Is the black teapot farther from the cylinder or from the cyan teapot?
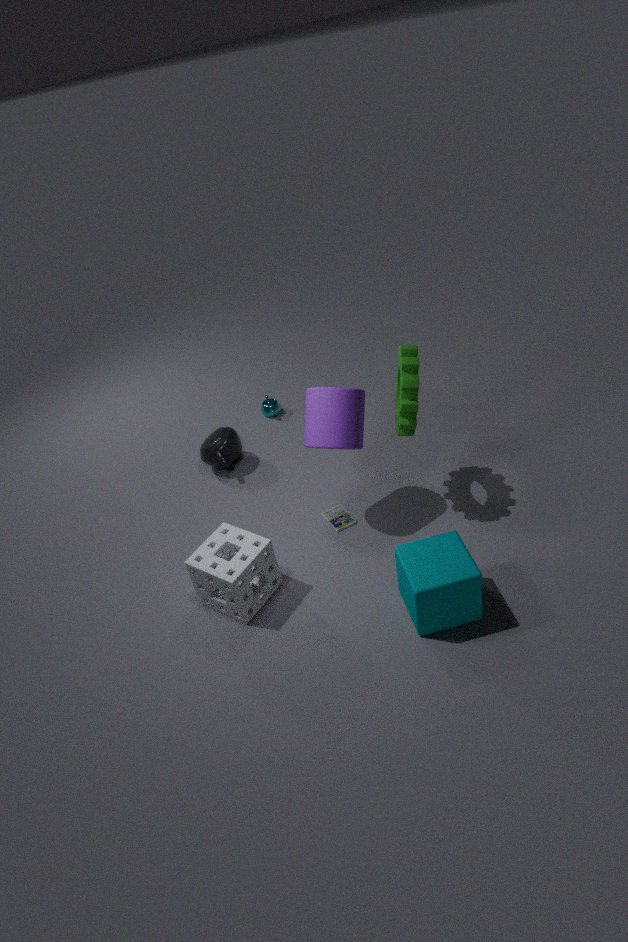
the cylinder
